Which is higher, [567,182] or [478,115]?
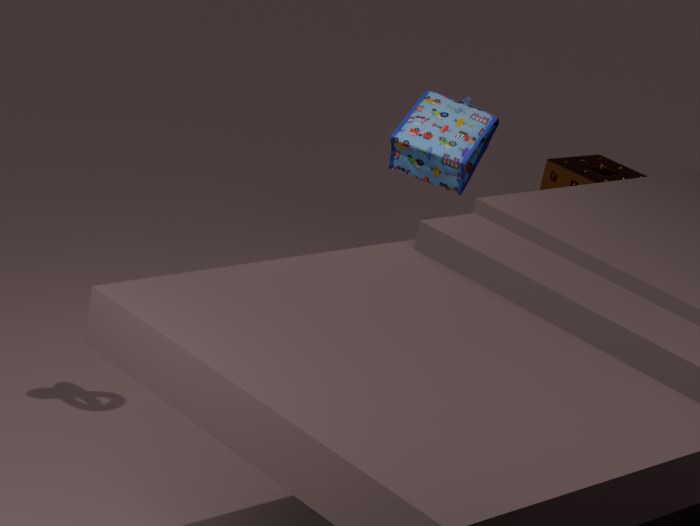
[478,115]
